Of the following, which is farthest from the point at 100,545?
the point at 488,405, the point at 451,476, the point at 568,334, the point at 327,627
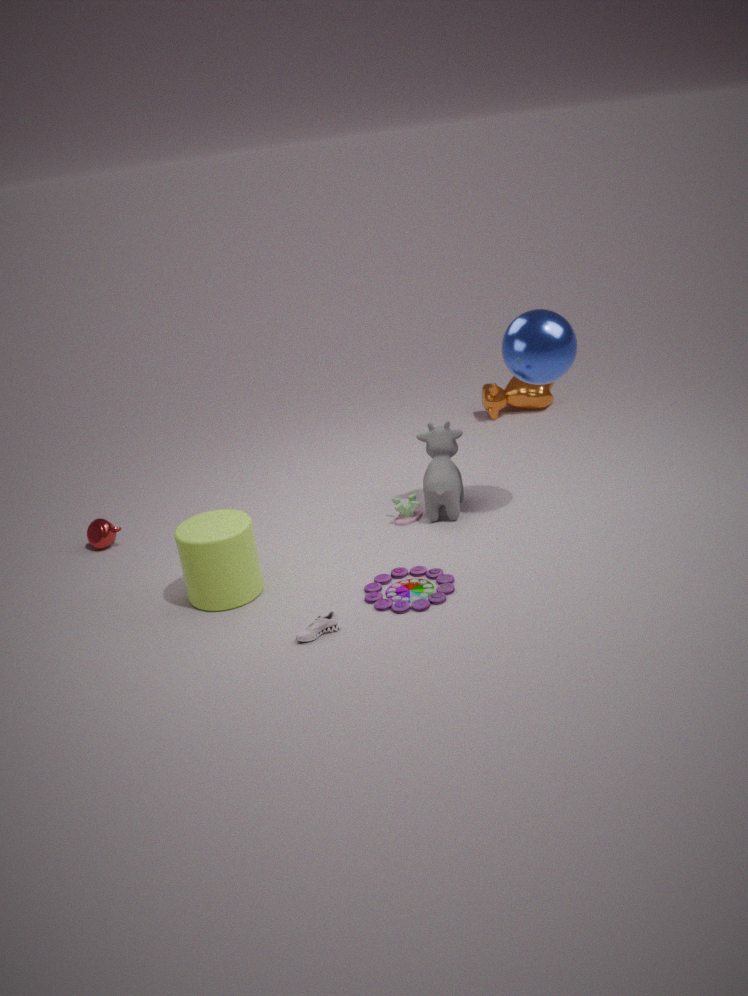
the point at 488,405
